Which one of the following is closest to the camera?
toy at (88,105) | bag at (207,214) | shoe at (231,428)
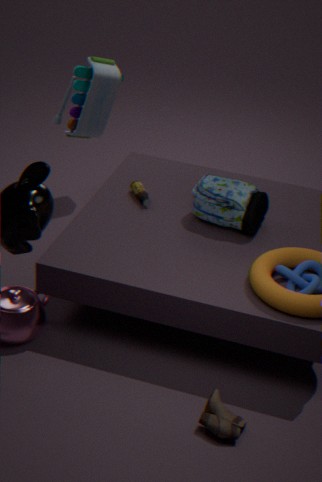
shoe at (231,428)
